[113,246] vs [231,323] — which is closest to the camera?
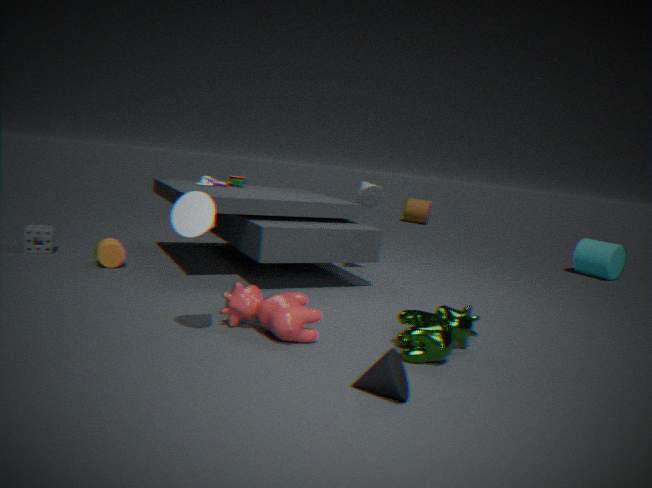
[231,323]
